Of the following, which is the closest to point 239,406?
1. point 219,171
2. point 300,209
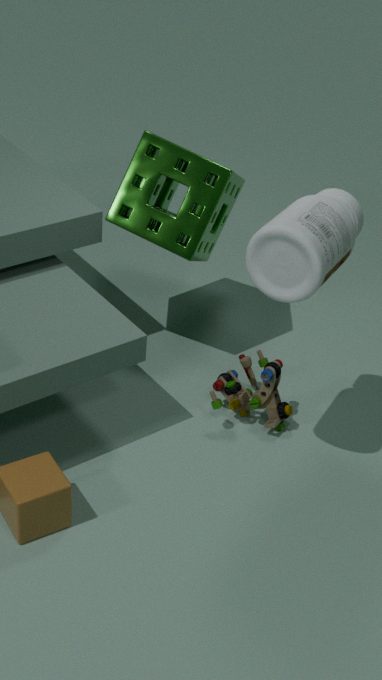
point 300,209
